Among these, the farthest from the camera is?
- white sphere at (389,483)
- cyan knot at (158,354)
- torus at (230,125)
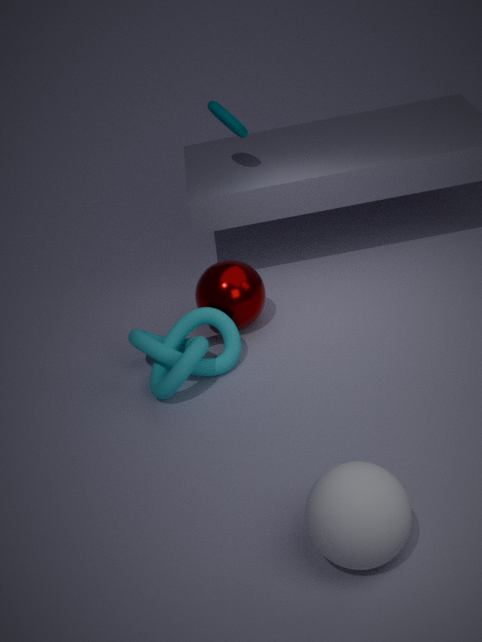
torus at (230,125)
